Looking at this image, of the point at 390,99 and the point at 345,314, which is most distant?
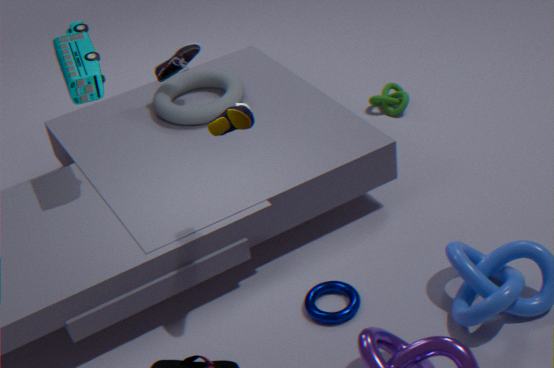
the point at 390,99
